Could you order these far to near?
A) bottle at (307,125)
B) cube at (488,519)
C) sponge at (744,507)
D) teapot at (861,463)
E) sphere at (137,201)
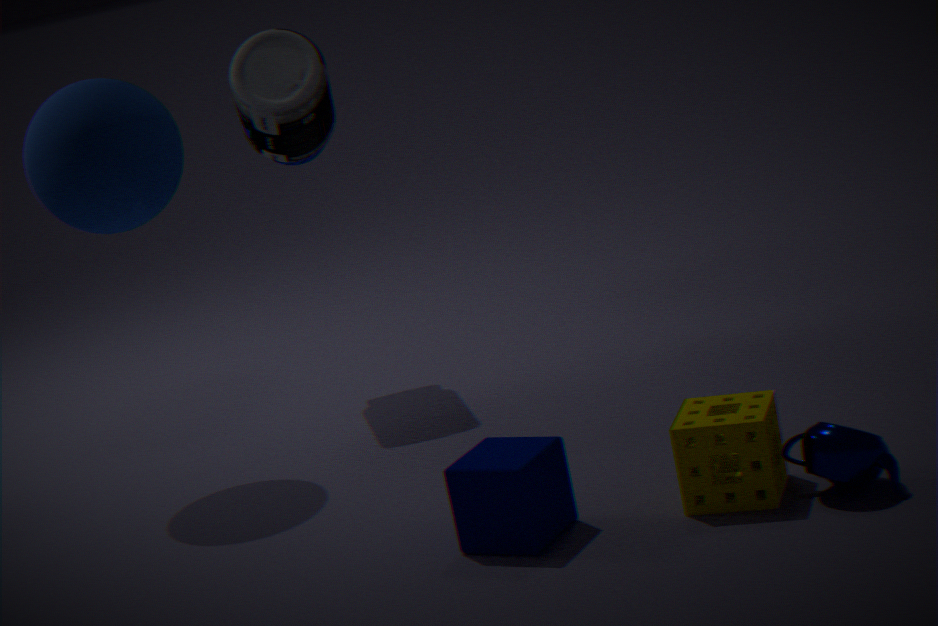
bottle at (307,125), sphere at (137,201), cube at (488,519), sponge at (744,507), teapot at (861,463)
